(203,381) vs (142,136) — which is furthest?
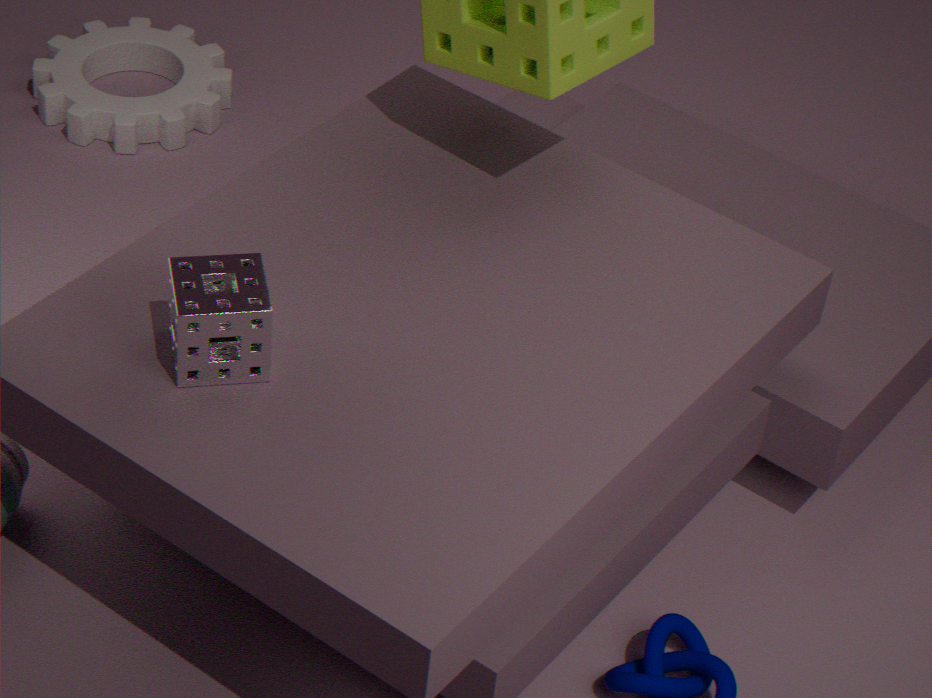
(142,136)
